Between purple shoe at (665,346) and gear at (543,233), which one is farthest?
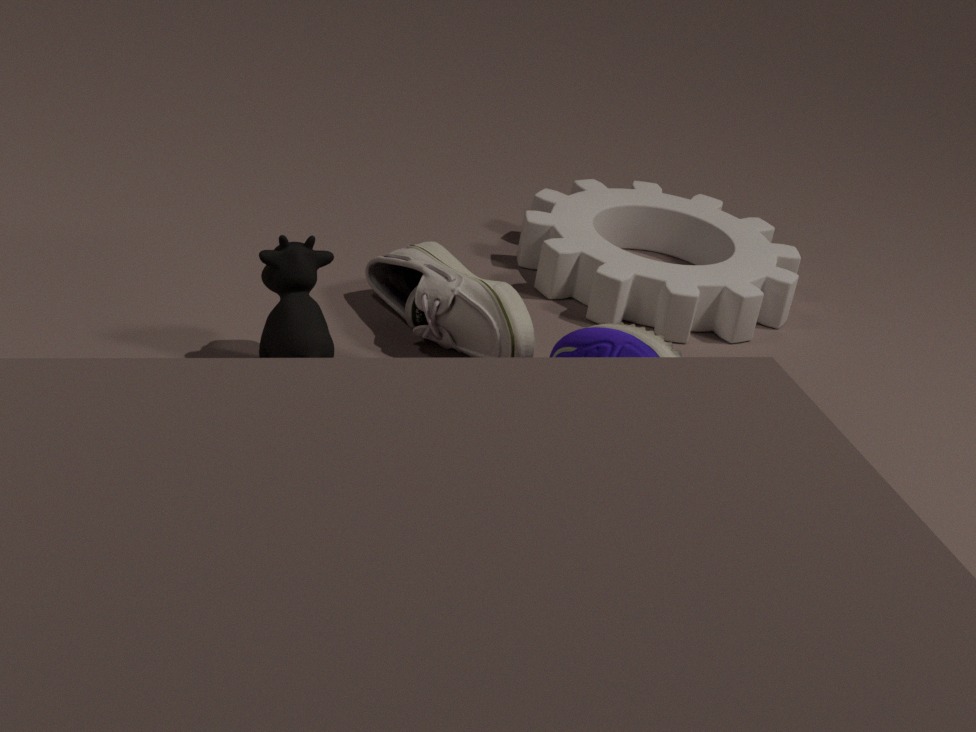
gear at (543,233)
